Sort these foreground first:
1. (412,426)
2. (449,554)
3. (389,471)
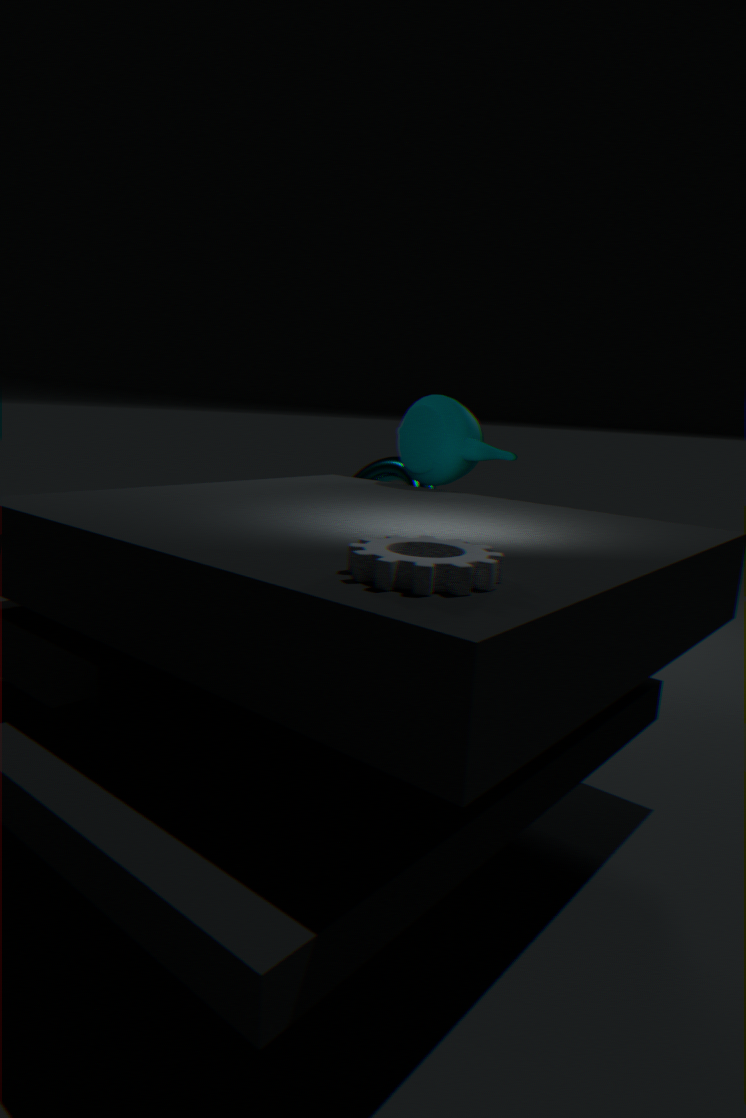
1. (449,554)
2. (412,426)
3. (389,471)
